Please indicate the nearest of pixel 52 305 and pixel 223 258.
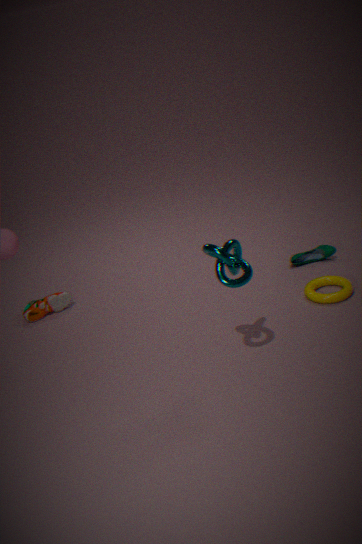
pixel 223 258
